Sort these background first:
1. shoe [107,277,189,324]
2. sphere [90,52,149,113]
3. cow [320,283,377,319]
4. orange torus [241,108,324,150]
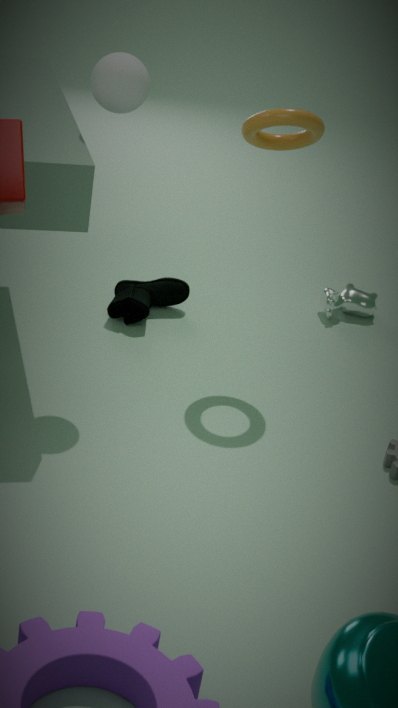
cow [320,283,377,319]
shoe [107,277,189,324]
orange torus [241,108,324,150]
sphere [90,52,149,113]
